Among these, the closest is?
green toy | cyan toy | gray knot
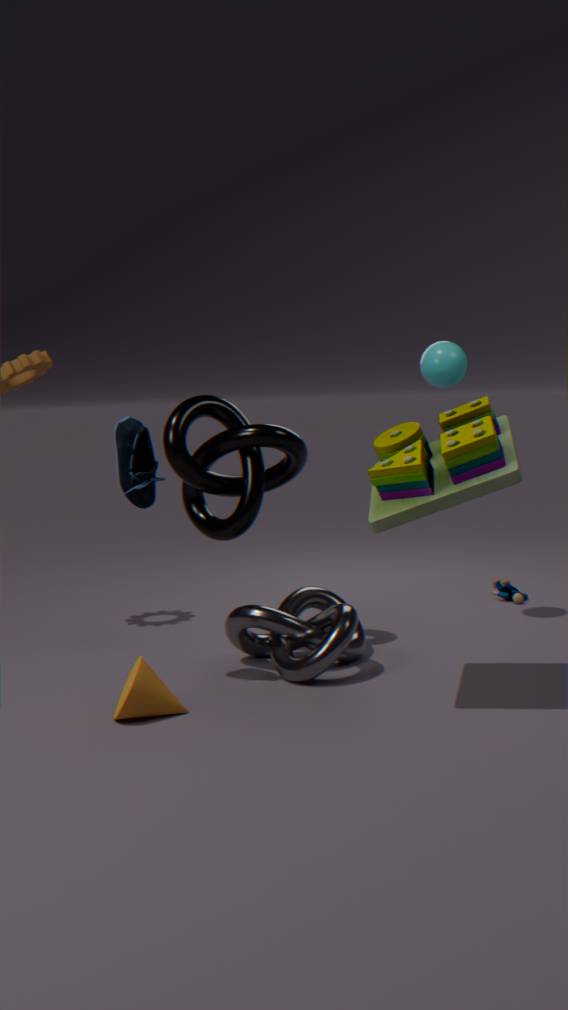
green toy
